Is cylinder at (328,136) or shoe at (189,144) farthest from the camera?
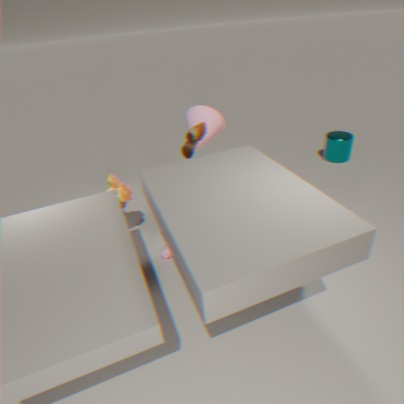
cylinder at (328,136)
